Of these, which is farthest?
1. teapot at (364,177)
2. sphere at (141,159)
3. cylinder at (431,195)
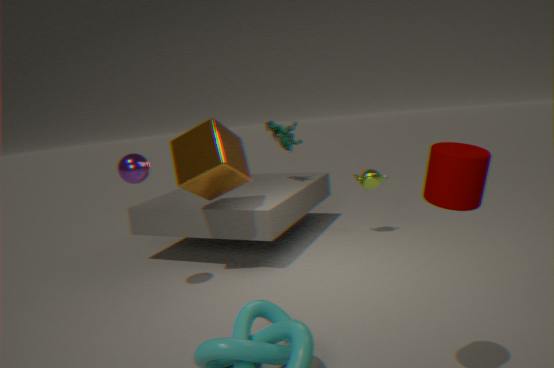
teapot at (364,177)
